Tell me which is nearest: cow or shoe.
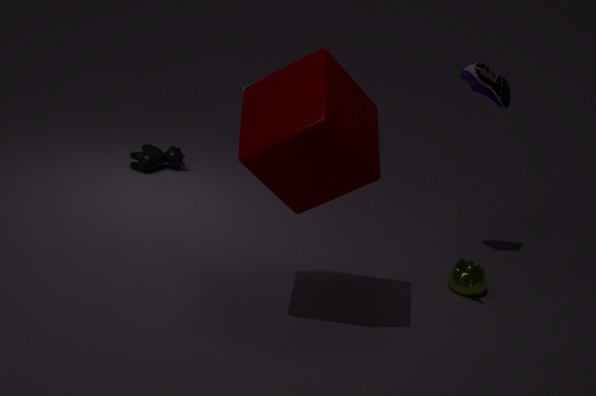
shoe
